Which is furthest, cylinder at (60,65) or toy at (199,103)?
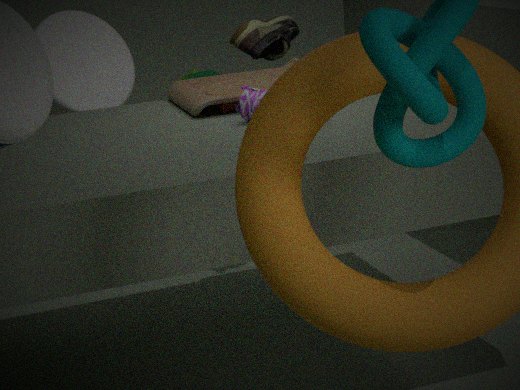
cylinder at (60,65)
